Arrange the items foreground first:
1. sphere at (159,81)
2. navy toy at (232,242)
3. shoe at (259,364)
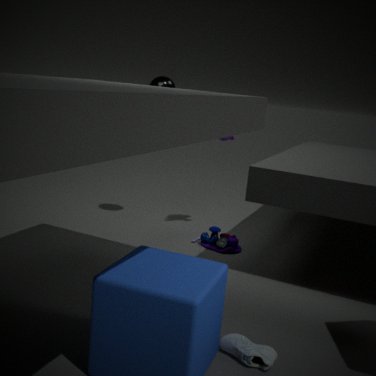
shoe at (259,364) → navy toy at (232,242) → sphere at (159,81)
